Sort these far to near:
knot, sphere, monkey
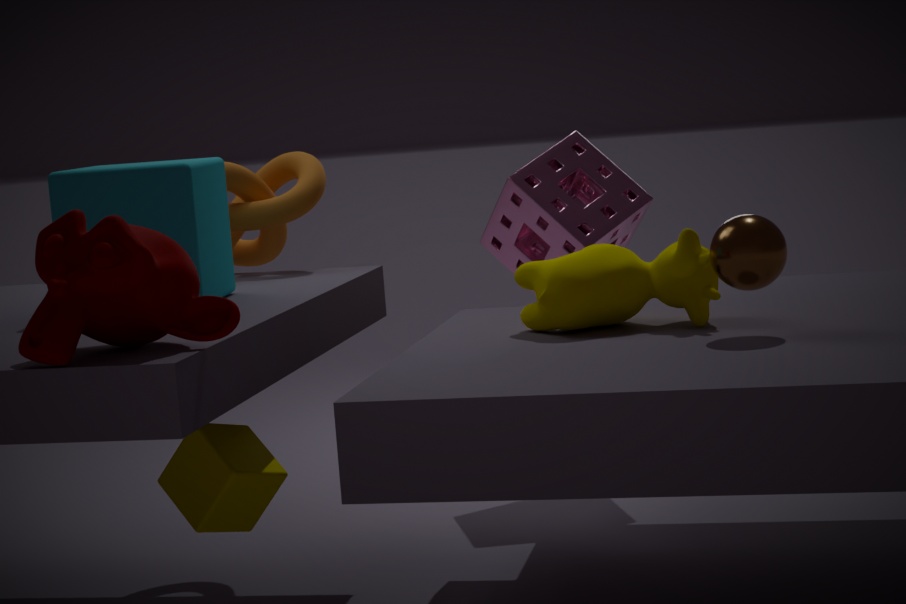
knot < sphere < monkey
